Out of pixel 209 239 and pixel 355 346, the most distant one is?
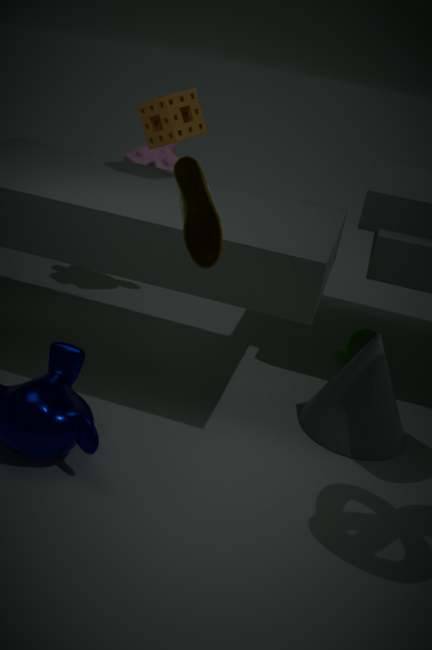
pixel 355 346
